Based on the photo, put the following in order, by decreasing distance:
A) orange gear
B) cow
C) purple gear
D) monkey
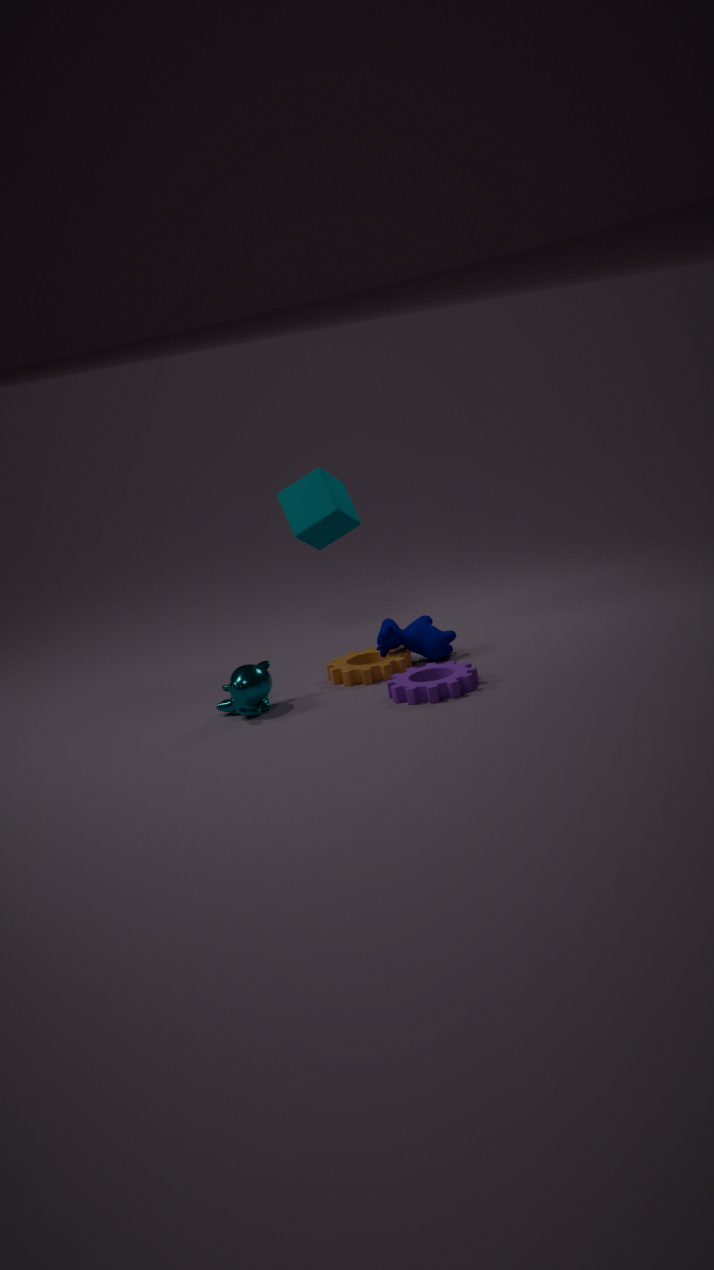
1. cow
2. orange gear
3. monkey
4. purple gear
